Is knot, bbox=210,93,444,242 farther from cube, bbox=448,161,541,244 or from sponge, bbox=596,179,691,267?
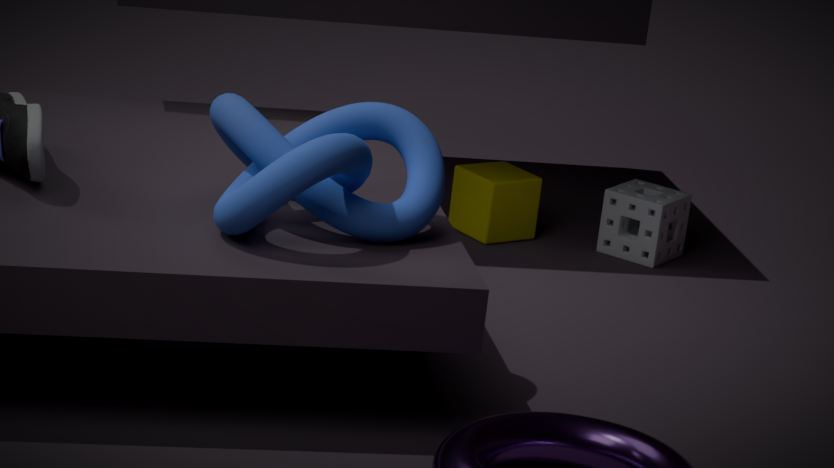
sponge, bbox=596,179,691,267
